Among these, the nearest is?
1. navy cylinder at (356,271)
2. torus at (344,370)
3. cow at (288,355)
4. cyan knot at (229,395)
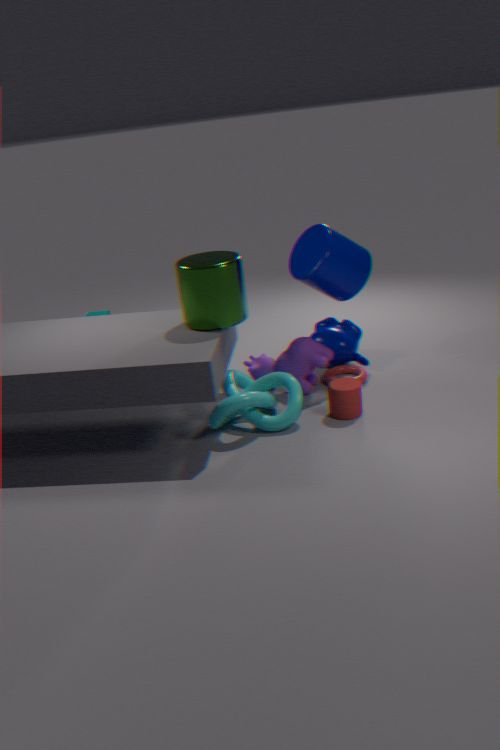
cyan knot at (229,395)
